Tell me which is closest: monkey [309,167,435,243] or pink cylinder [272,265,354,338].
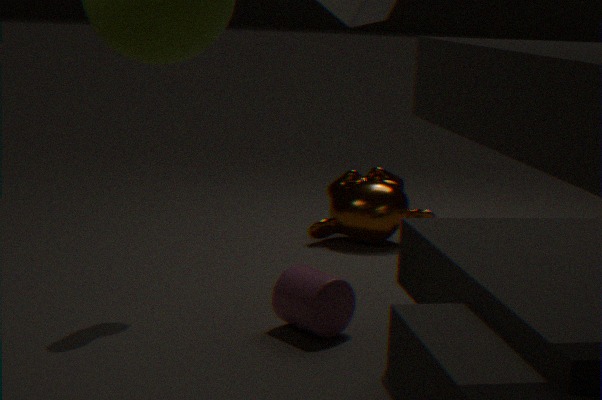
pink cylinder [272,265,354,338]
